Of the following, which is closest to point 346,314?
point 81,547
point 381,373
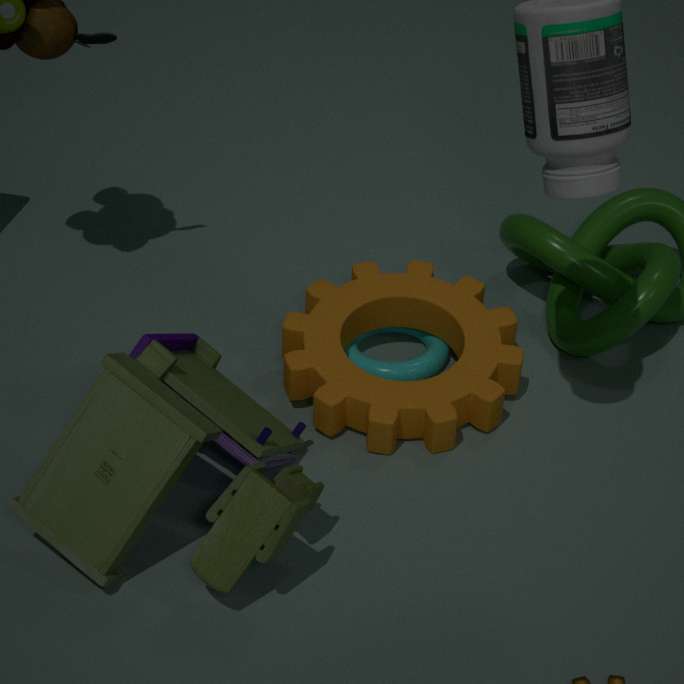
point 381,373
